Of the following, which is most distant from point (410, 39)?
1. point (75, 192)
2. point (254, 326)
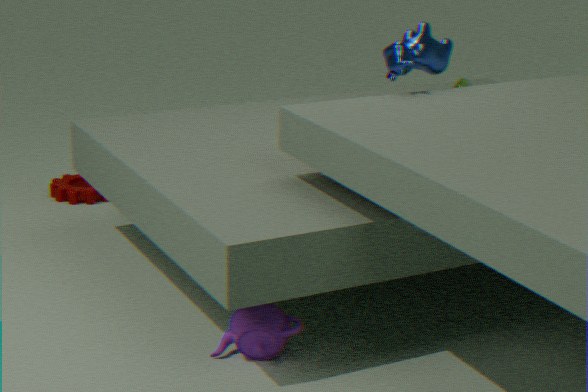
point (75, 192)
